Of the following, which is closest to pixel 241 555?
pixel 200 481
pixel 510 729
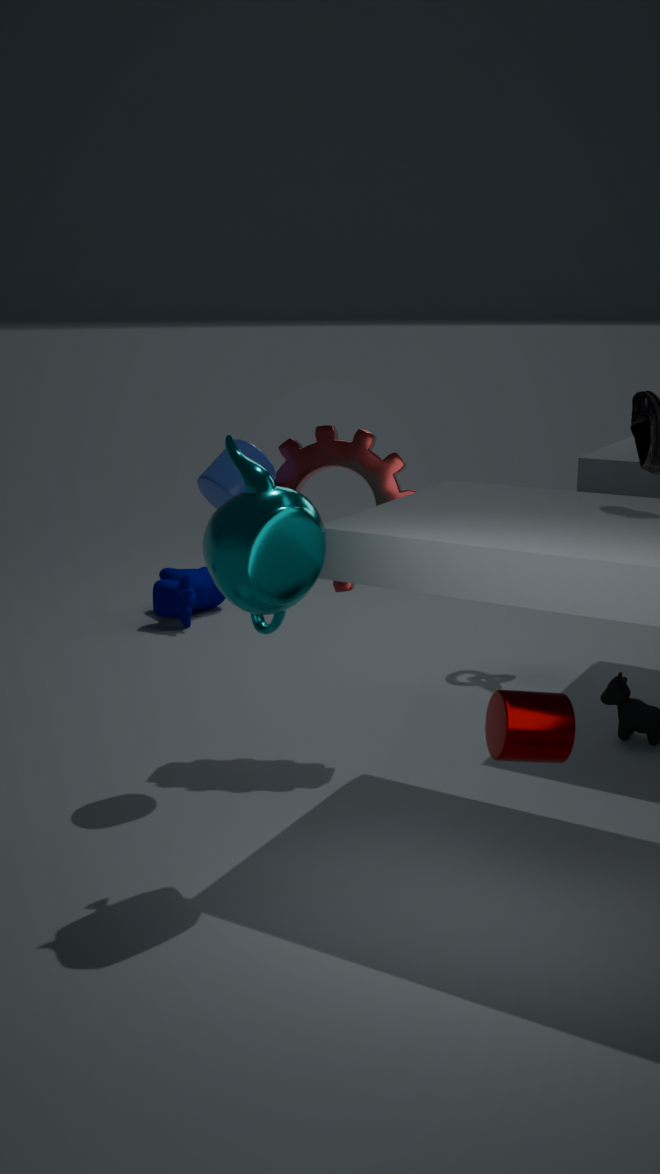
pixel 200 481
